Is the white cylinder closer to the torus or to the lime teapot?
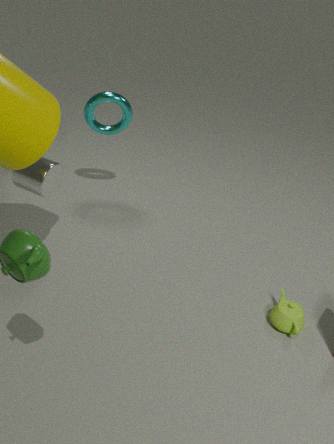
the torus
